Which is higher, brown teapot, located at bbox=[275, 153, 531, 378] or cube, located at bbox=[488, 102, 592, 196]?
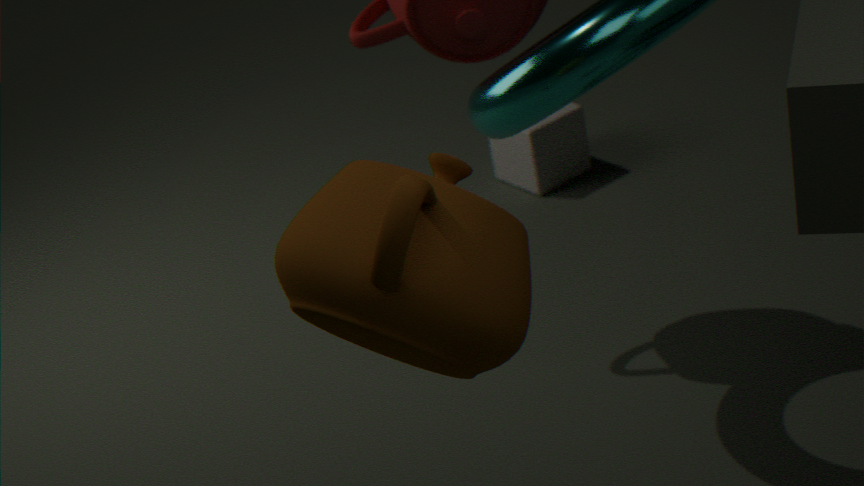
brown teapot, located at bbox=[275, 153, 531, 378]
